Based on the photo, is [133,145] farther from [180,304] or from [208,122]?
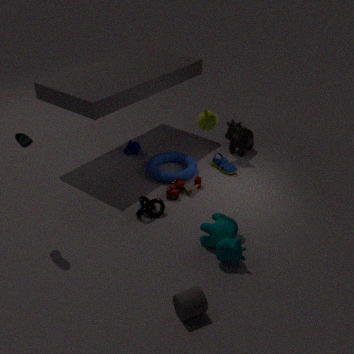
[180,304]
